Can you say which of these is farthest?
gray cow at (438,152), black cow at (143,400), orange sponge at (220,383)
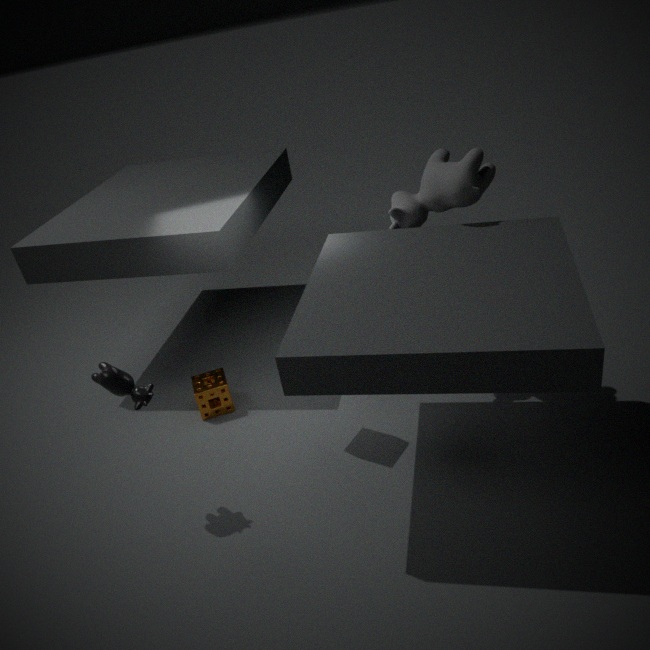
orange sponge at (220,383)
